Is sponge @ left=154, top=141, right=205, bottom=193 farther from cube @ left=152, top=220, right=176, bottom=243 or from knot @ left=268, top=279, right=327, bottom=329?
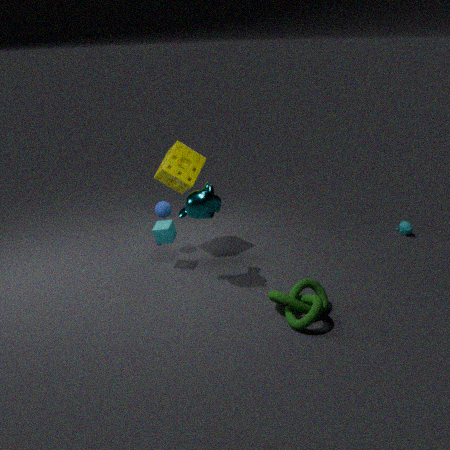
knot @ left=268, top=279, right=327, bottom=329
